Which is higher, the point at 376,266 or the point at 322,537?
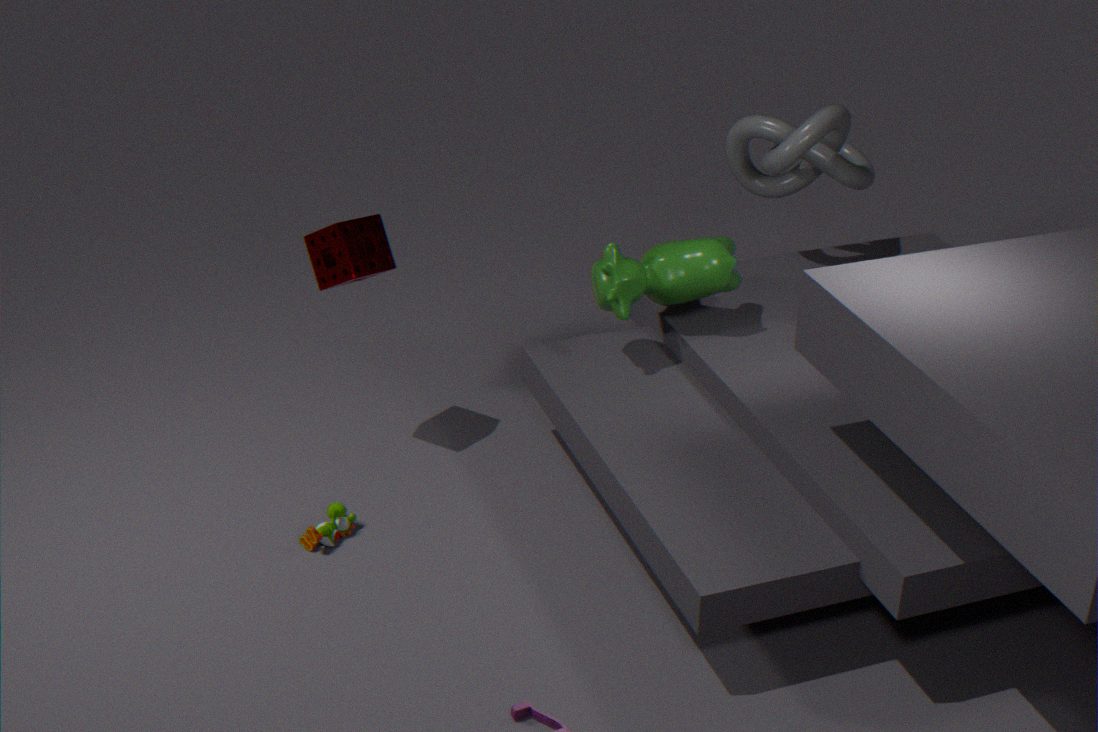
the point at 376,266
